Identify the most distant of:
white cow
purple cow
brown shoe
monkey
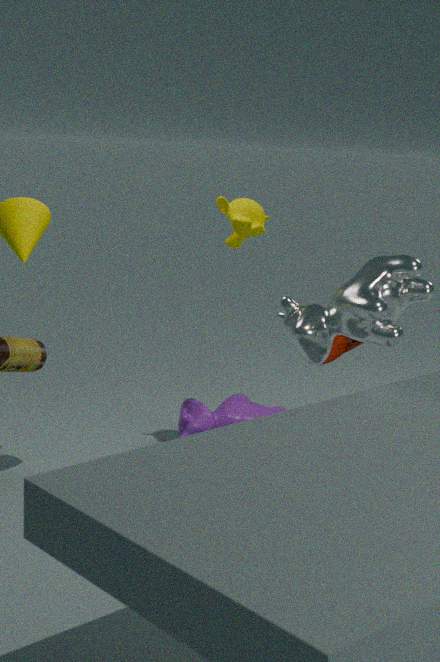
purple cow
